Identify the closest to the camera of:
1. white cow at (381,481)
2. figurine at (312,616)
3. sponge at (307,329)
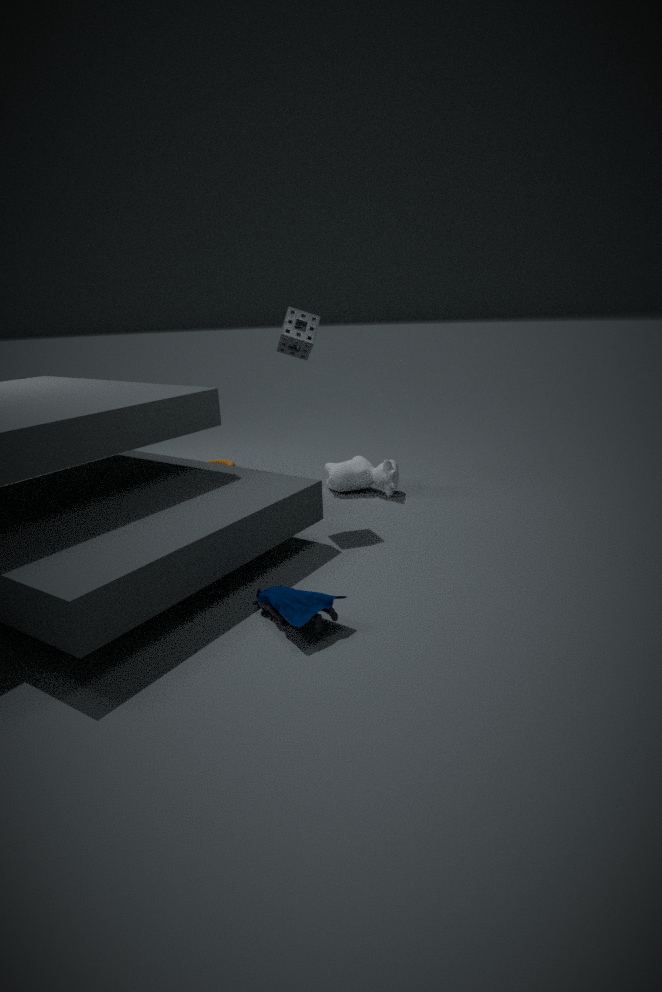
figurine at (312,616)
